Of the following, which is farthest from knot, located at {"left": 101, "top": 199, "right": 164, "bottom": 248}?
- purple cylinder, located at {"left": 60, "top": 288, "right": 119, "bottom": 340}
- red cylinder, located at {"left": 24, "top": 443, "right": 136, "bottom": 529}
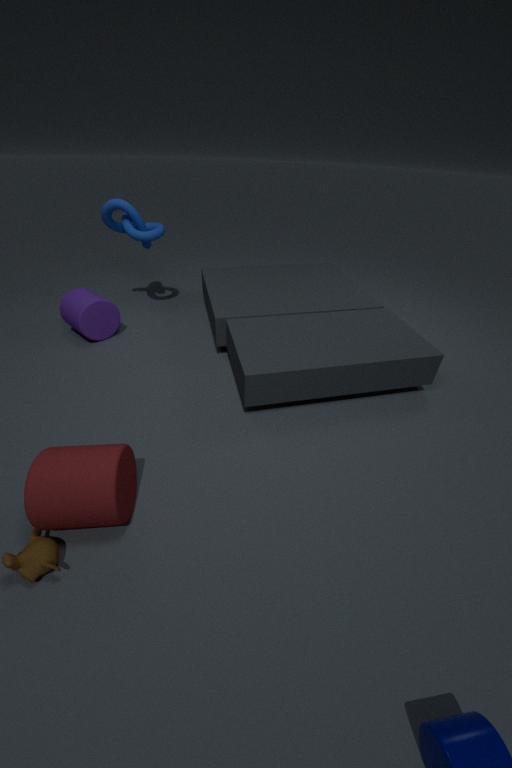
red cylinder, located at {"left": 24, "top": 443, "right": 136, "bottom": 529}
